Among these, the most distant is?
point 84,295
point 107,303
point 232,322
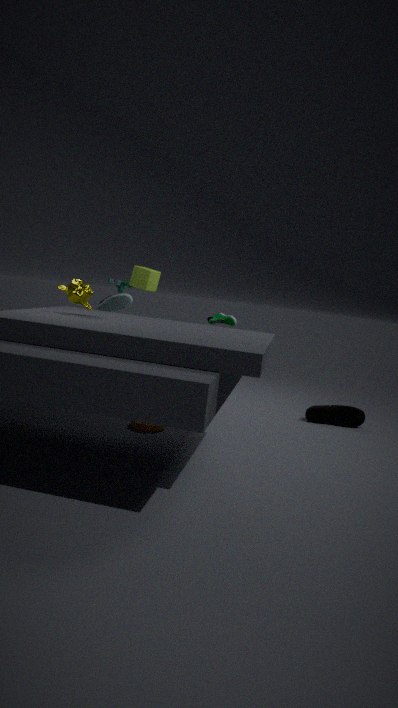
point 107,303
